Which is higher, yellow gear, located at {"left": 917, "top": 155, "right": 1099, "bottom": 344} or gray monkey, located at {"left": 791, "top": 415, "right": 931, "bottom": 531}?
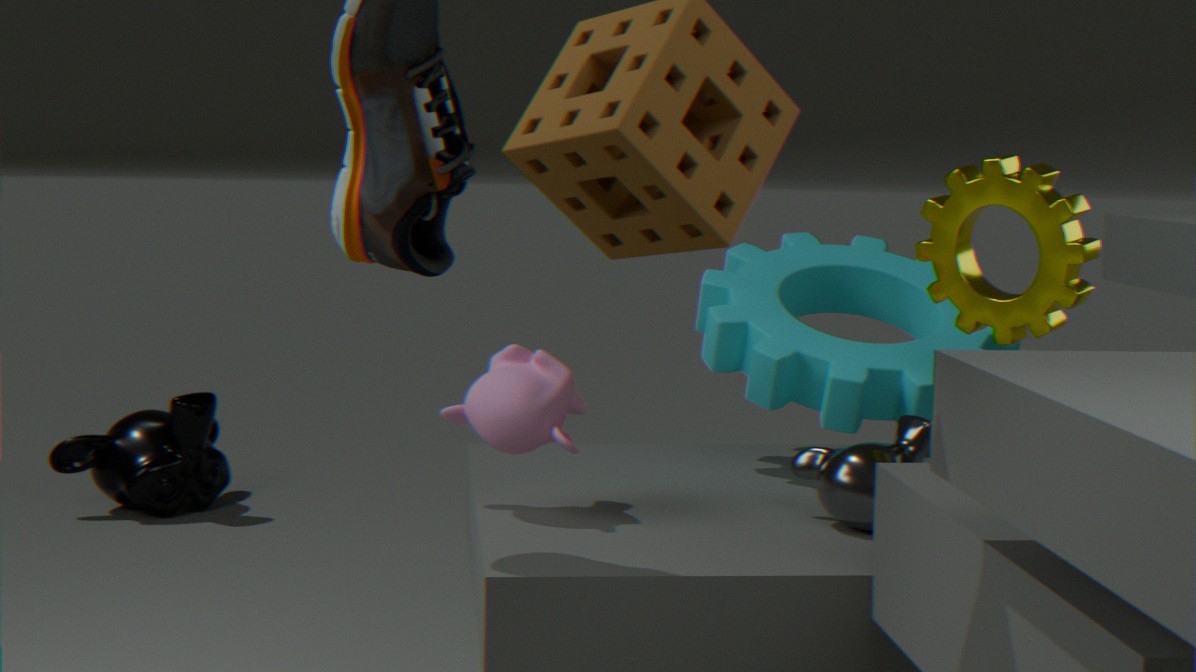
yellow gear, located at {"left": 917, "top": 155, "right": 1099, "bottom": 344}
